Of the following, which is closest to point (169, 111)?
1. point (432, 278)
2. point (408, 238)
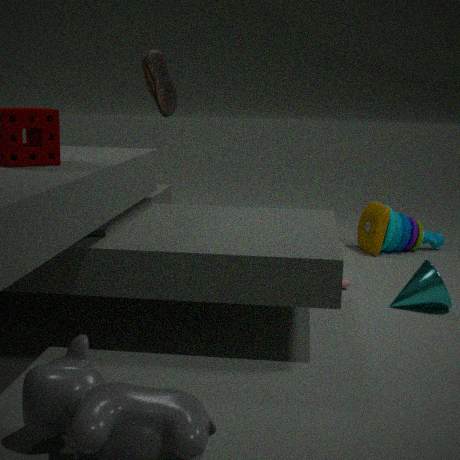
point (408, 238)
